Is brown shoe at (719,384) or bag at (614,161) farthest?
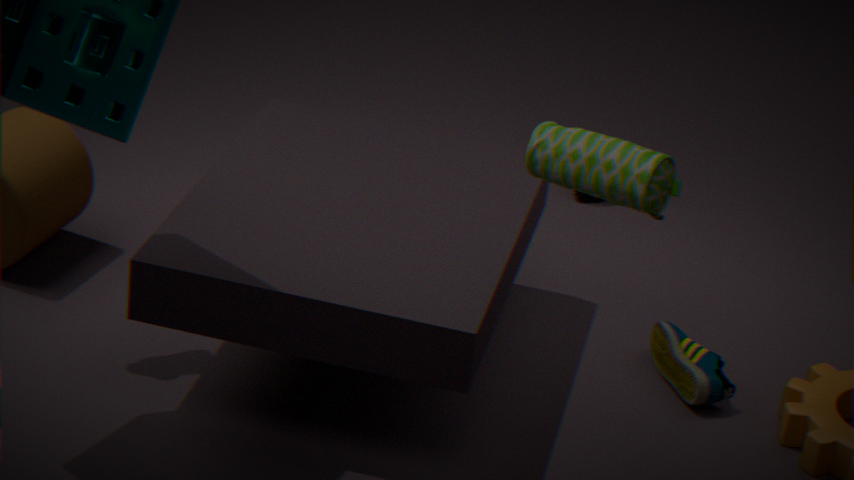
brown shoe at (719,384)
